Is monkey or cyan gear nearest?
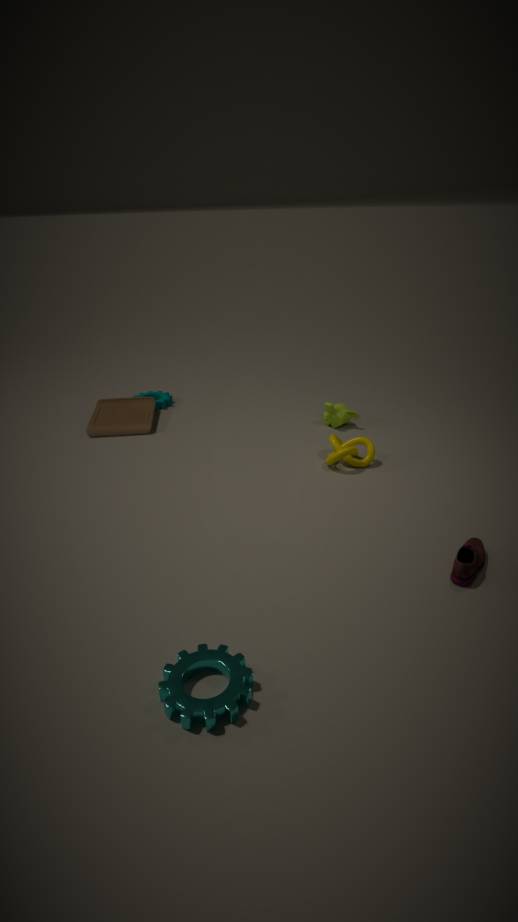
cyan gear
